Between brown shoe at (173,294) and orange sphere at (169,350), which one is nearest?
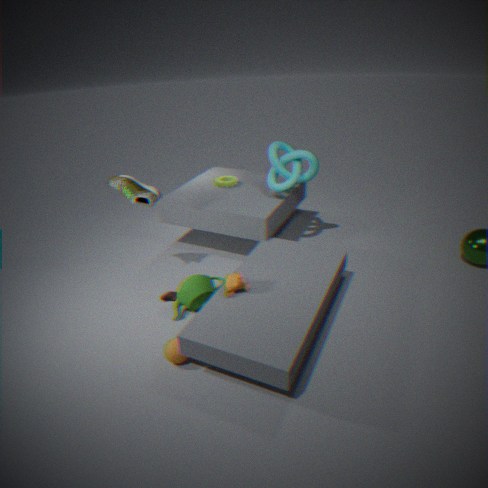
orange sphere at (169,350)
